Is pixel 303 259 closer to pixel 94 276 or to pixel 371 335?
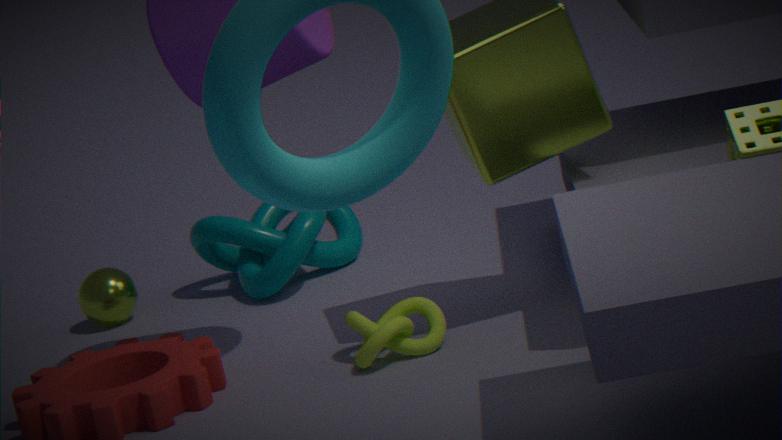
pixel 94 276
